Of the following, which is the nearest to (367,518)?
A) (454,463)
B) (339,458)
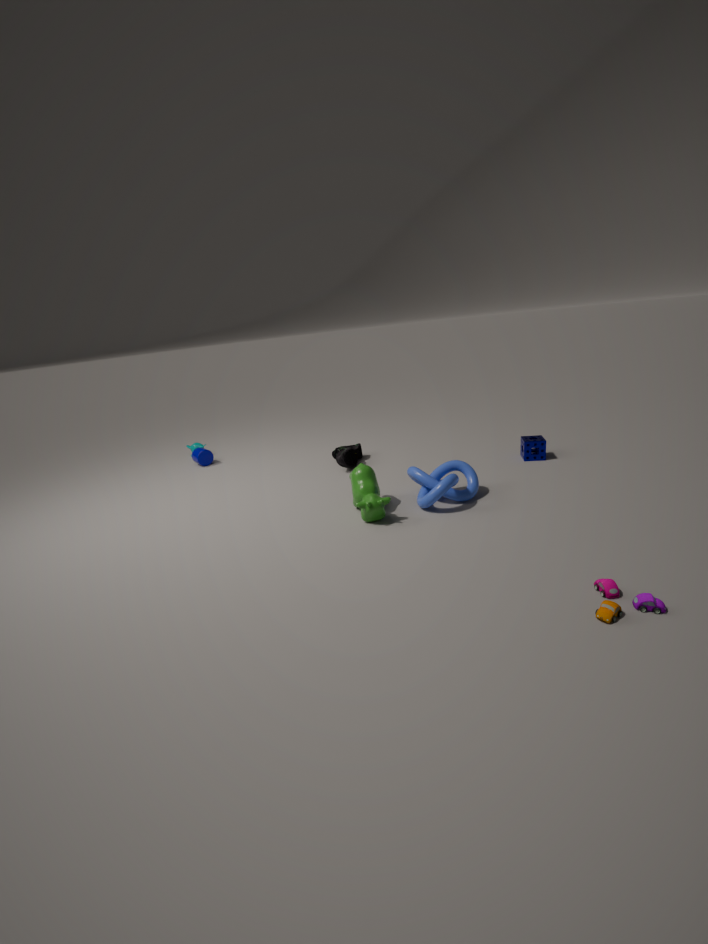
(454,463)
